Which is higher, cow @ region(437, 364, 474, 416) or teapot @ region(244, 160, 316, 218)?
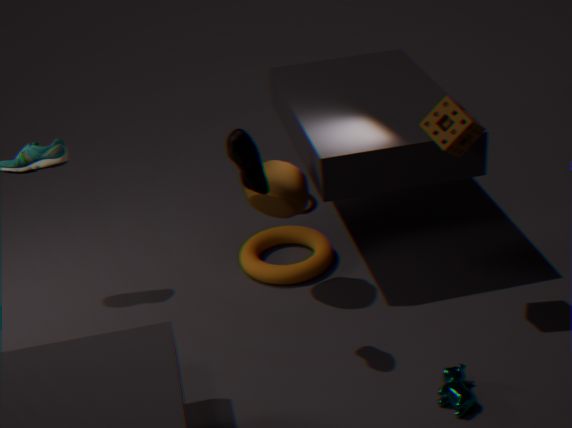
teapot @ region(244, 160, 316, 218)
